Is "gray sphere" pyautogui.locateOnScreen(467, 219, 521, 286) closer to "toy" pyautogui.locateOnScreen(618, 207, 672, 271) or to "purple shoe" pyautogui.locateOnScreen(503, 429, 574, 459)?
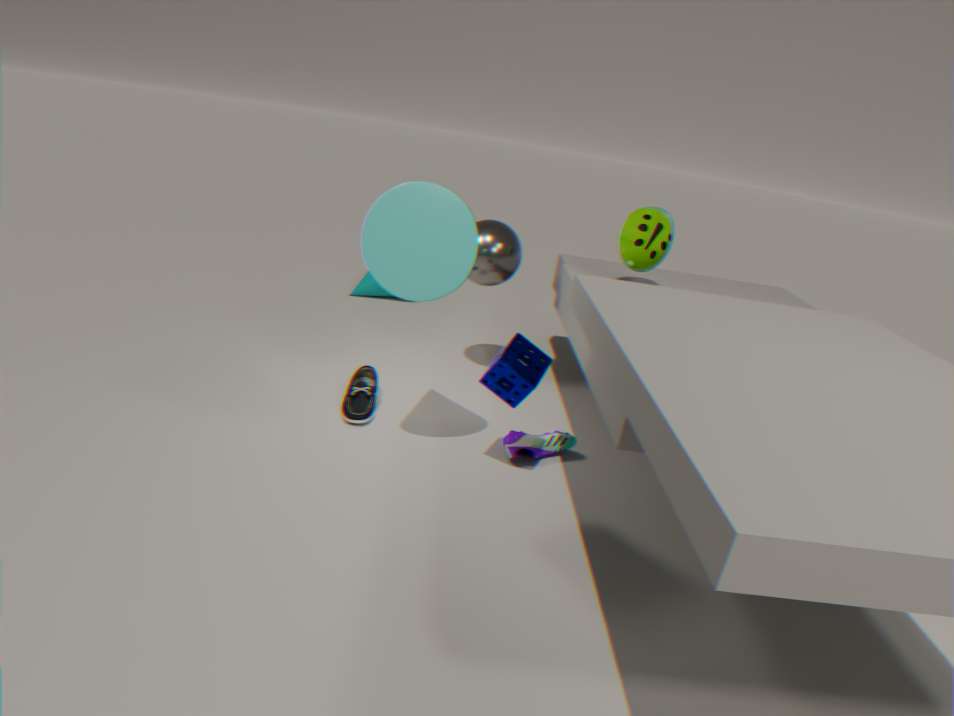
"toy" pyautogui.locateOnScreen(618, 207, 672, 271)
